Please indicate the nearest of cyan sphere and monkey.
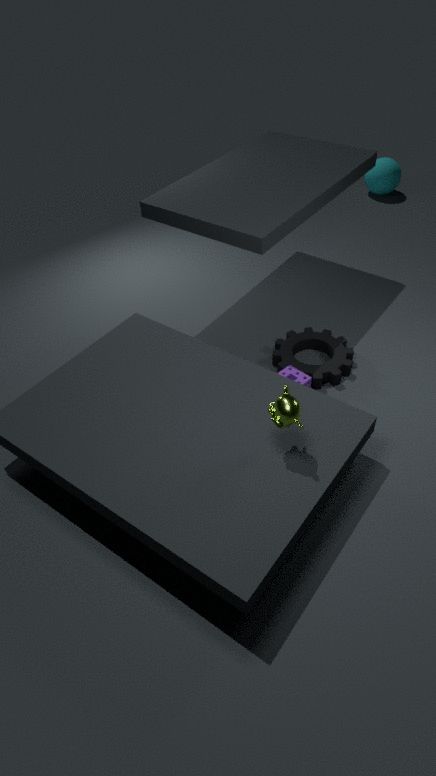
monkey
